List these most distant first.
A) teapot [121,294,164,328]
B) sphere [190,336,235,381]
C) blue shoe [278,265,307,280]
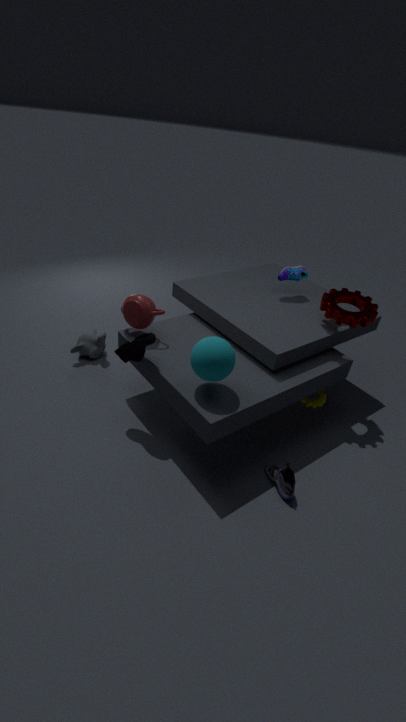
blue shoe [278,265,307,280] < teapot [121,294,164,328] < sphere [190,336,235,381]
